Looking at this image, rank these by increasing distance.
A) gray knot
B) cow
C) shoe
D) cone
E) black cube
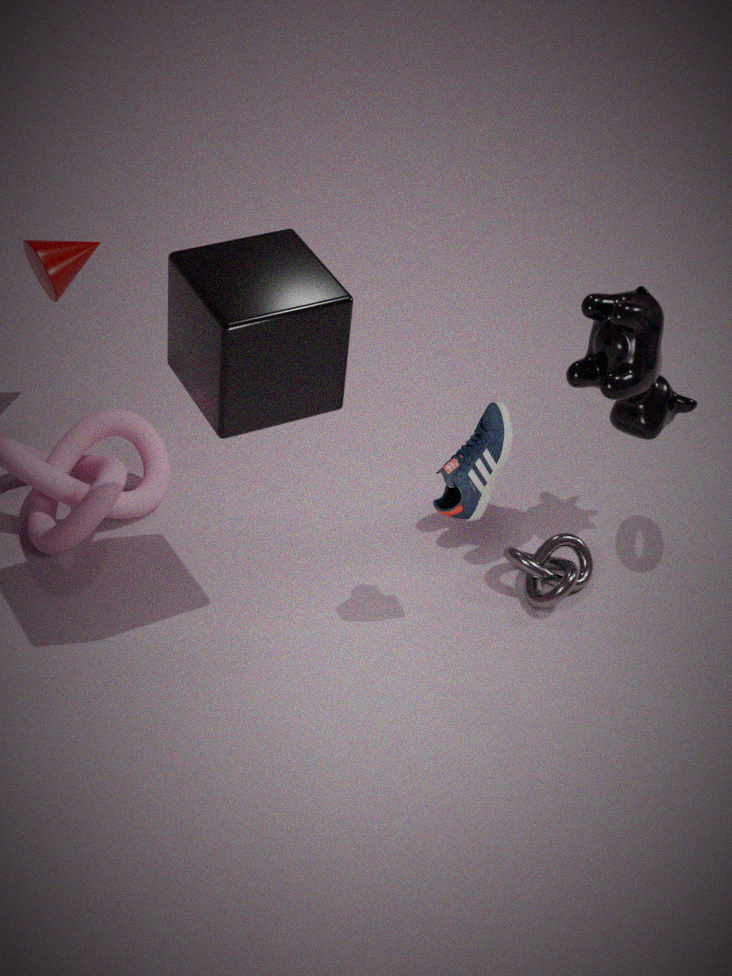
black cube
shoe
cow
gray knot
cone
